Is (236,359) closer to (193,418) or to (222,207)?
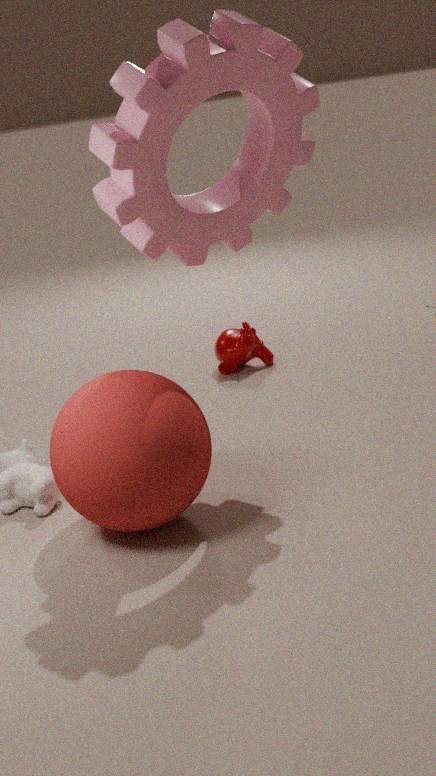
(193,418)
